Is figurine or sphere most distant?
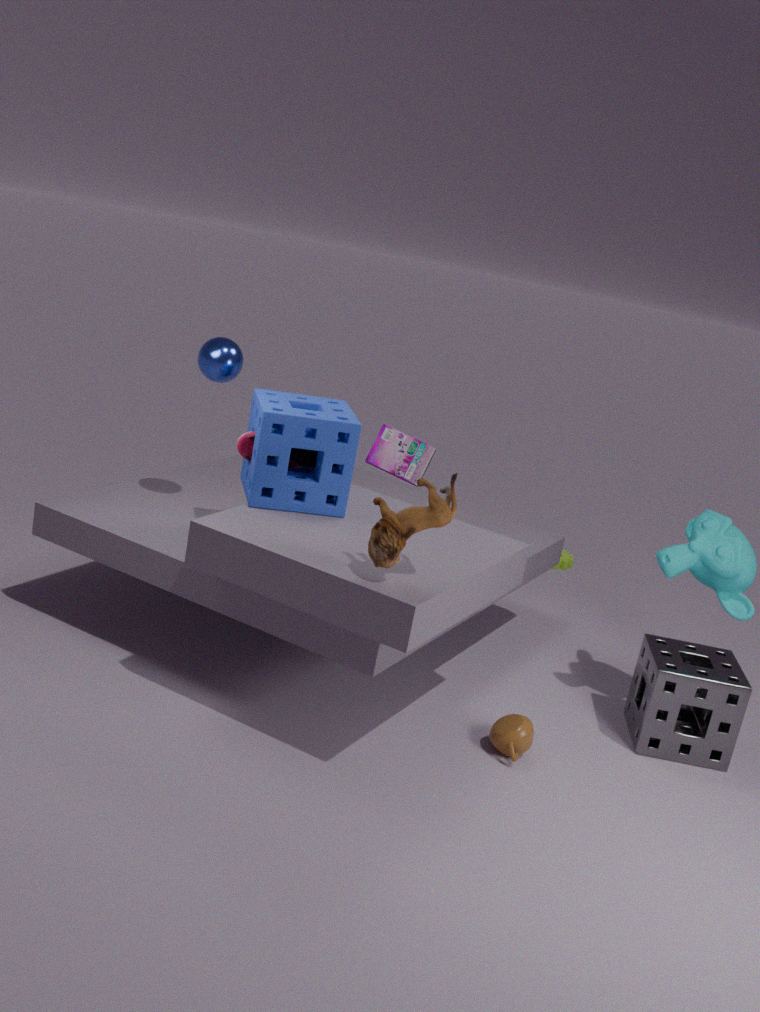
sphere
